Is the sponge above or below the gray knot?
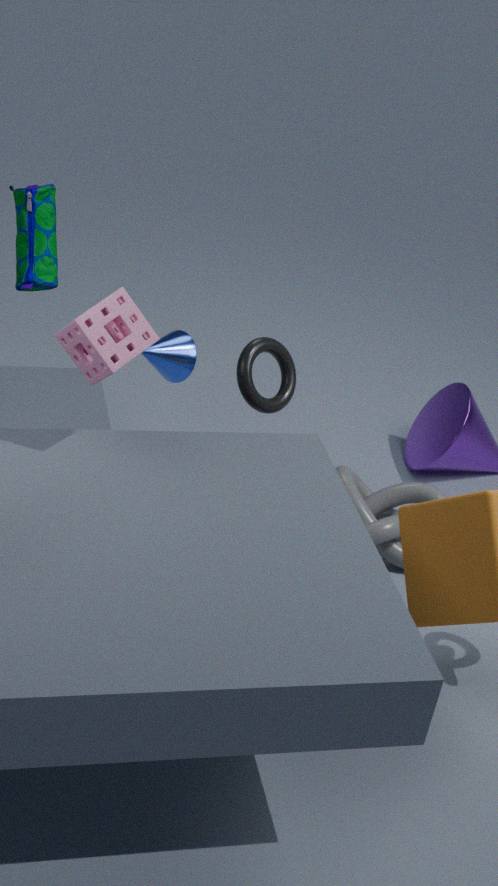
above
